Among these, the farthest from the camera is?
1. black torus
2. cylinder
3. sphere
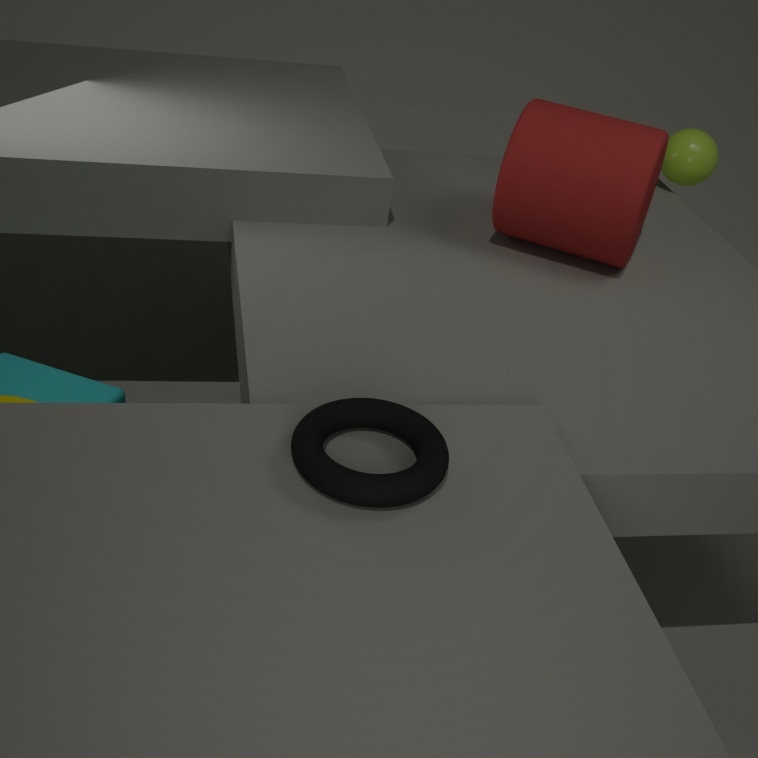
sphere
